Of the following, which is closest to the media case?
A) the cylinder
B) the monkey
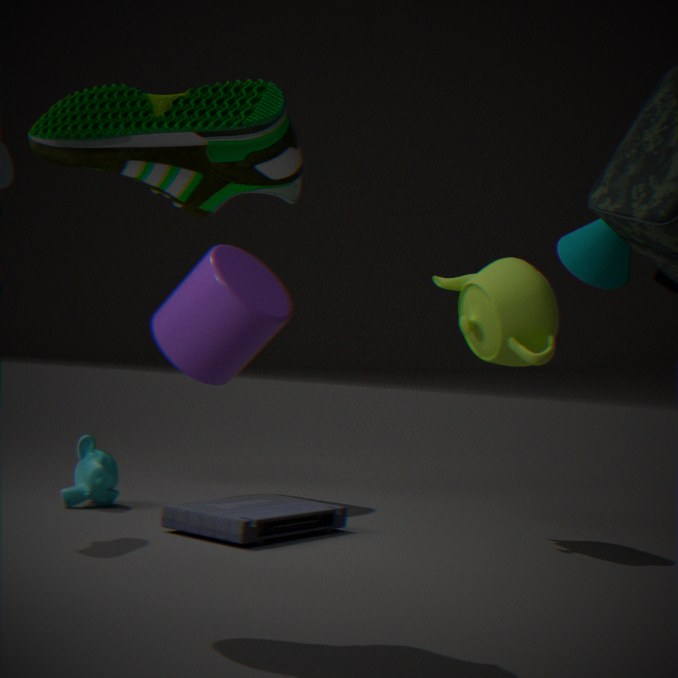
the monkey
